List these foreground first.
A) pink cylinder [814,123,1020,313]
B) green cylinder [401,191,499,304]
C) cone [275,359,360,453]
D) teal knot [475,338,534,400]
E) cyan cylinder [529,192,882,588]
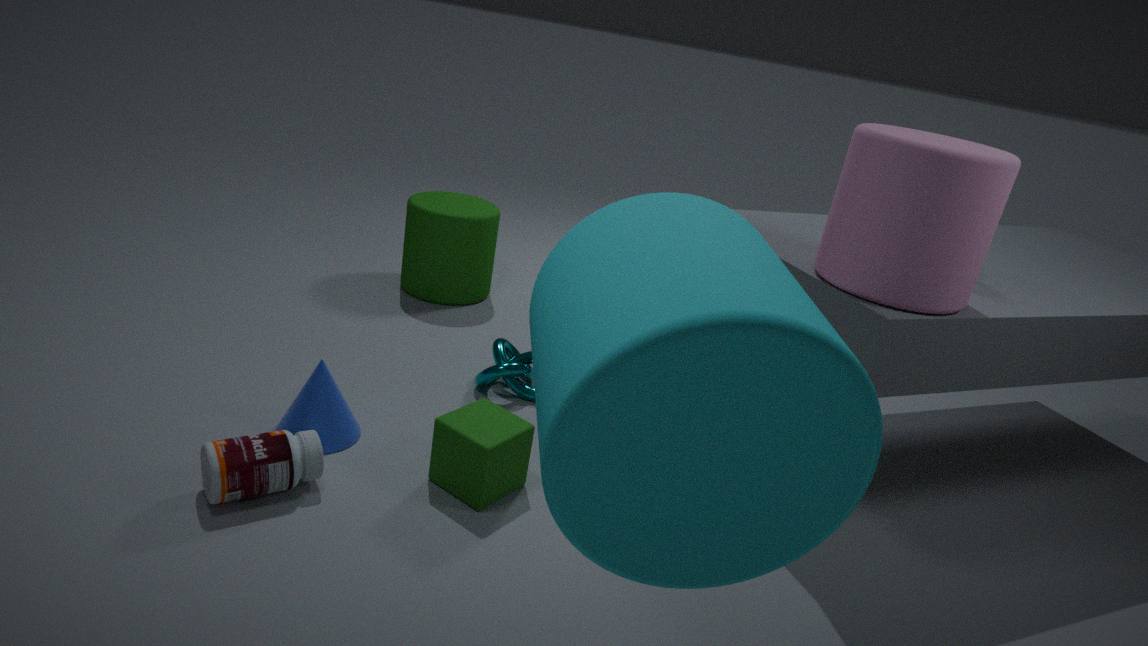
cyan cylinder [529,192,882,588]
pink cylinder [814,123,1020,313]
cone [275,359,360,453]
teal knot [475,338,534,400]
green cylinder [401,191,499,304]
